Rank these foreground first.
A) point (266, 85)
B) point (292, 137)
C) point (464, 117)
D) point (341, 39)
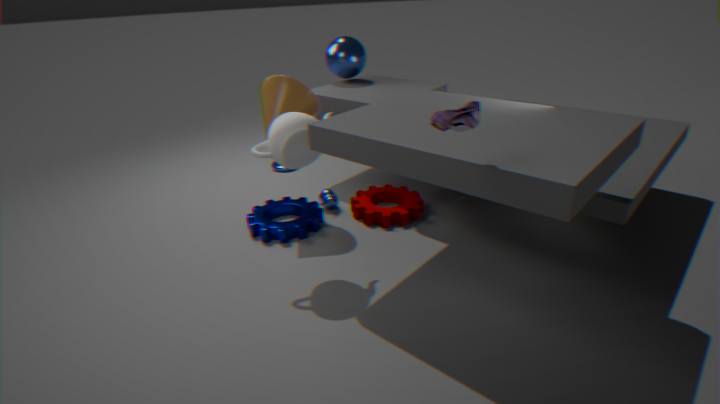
point (464, 117) < point (292, 137) < point (266, 85) < point (341, 39)
